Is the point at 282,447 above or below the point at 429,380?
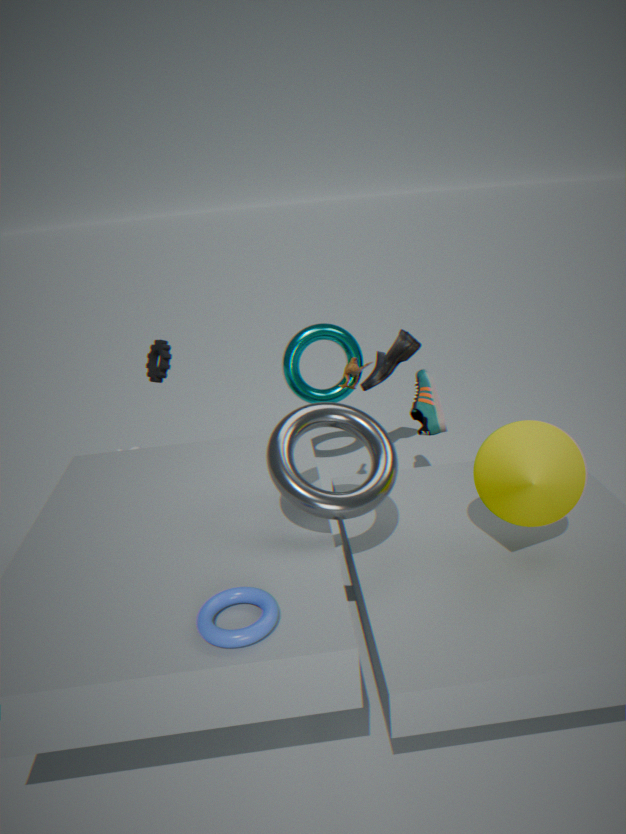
above
